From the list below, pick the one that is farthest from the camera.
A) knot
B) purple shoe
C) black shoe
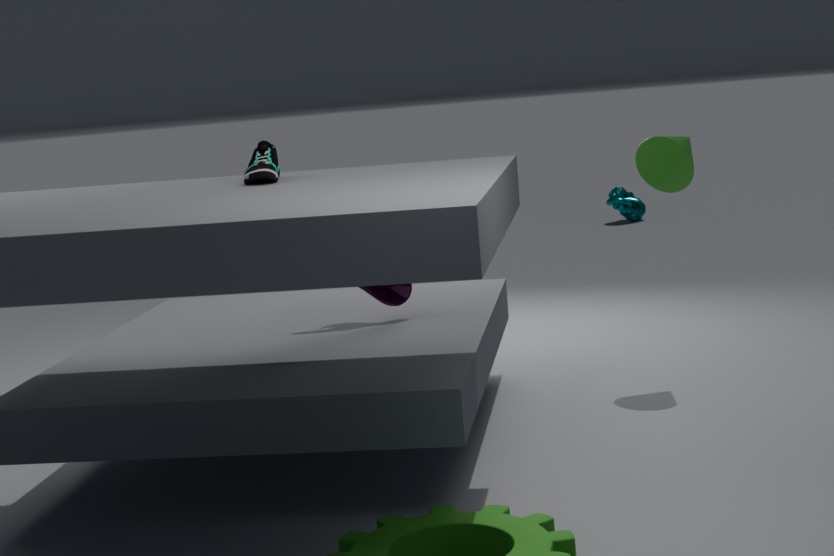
A. knot
